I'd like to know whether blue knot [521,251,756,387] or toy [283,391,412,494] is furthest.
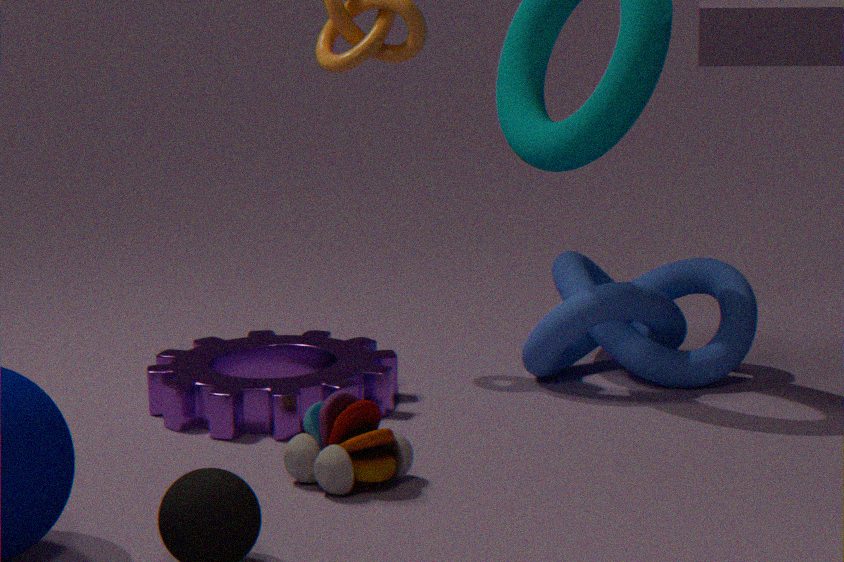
blue knot [521,251,756,387]
